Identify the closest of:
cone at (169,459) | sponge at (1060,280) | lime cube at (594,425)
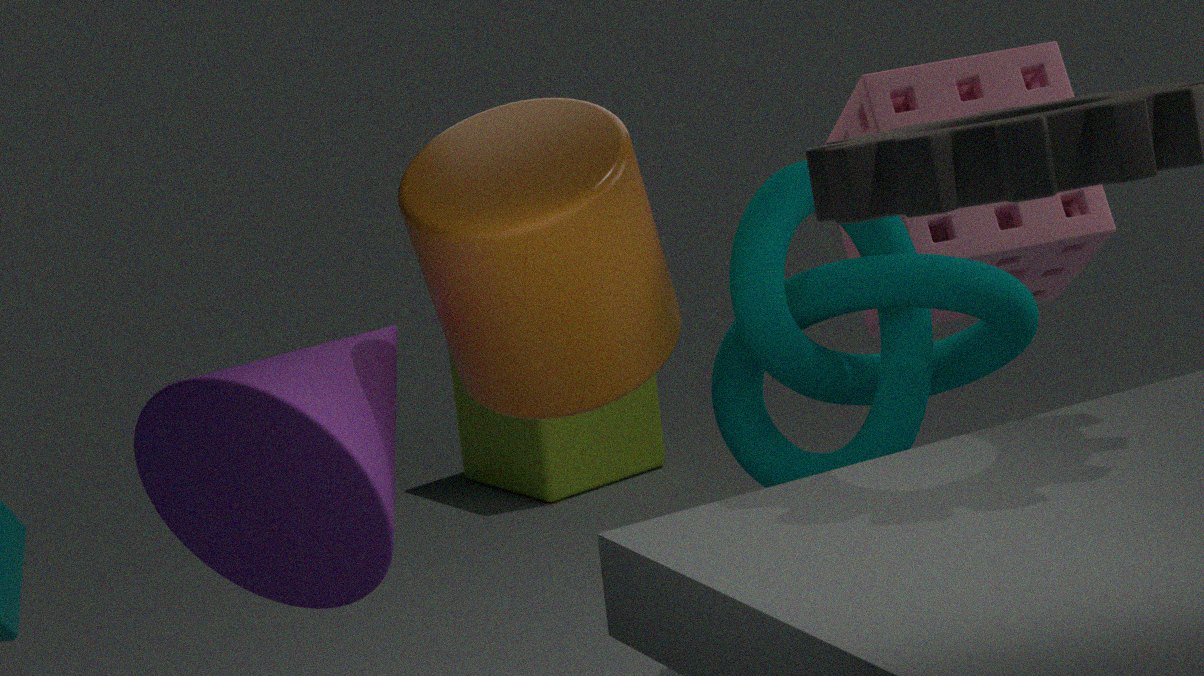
cone at (169,459)
